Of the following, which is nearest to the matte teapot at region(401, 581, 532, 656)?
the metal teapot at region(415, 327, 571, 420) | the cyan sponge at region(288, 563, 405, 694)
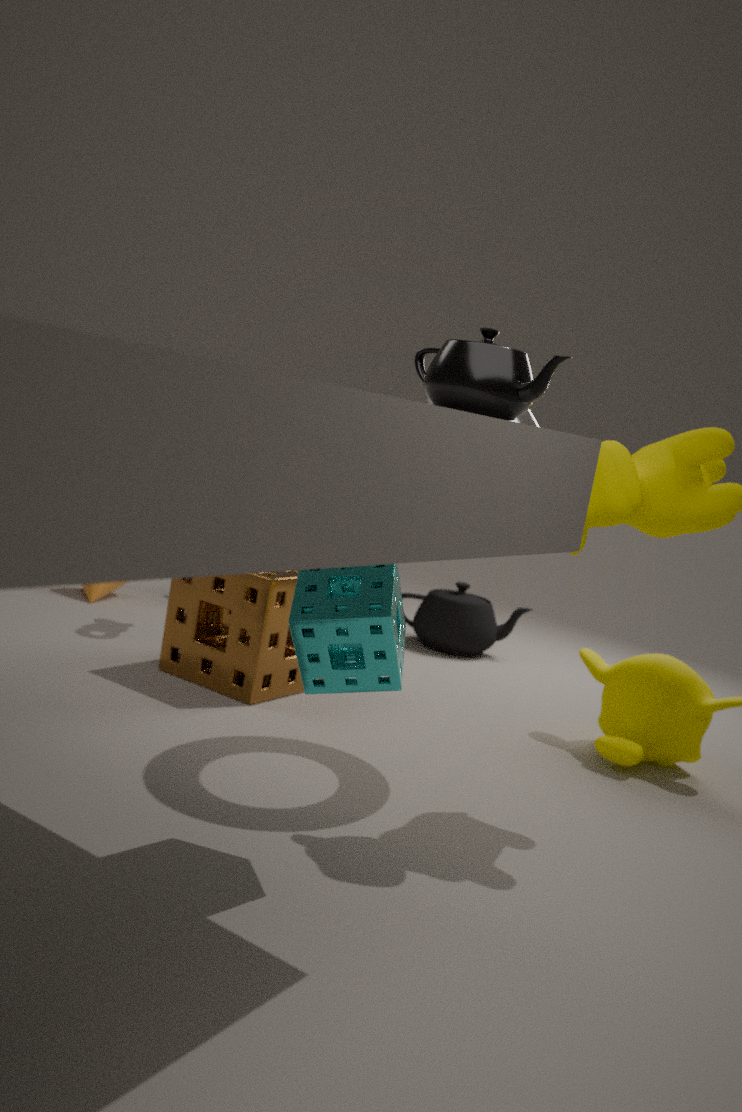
the cyan sponge at region(288, 563, 405, 694)
